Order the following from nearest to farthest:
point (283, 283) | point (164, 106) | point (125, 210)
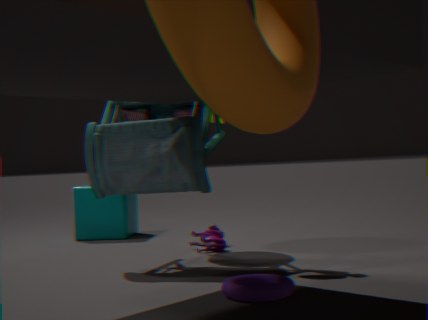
point (283, 283), point (164, 106), point (125, 210)
